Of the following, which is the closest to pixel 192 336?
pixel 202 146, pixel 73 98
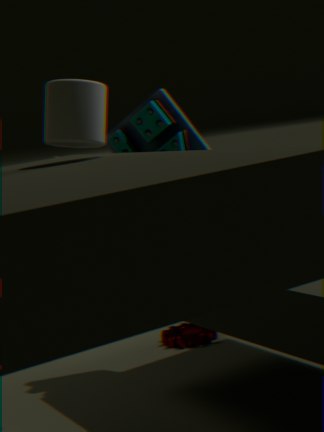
pixel 202 146
